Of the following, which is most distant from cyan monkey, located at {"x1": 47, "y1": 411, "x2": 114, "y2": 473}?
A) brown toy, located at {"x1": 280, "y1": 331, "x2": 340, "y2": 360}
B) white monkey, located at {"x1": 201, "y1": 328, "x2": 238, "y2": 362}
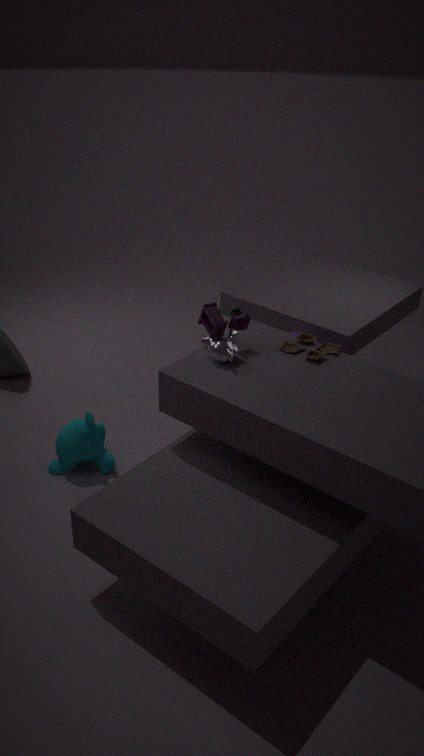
brown toy, located at {"x1": 280, "y1": 331, "x2": 340, "y2": 360}
